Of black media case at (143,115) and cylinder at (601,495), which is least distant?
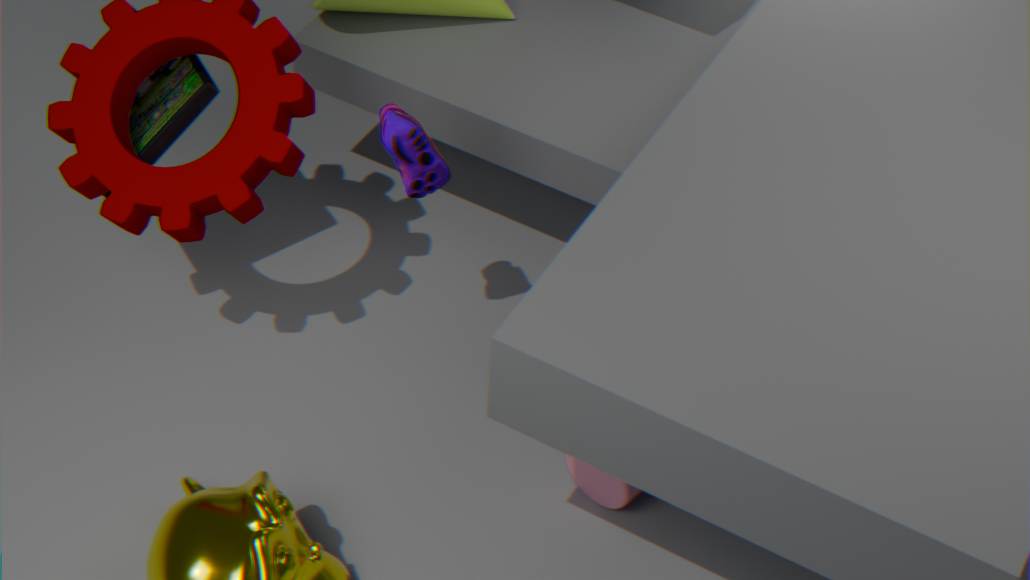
cylinder at (601,495)
